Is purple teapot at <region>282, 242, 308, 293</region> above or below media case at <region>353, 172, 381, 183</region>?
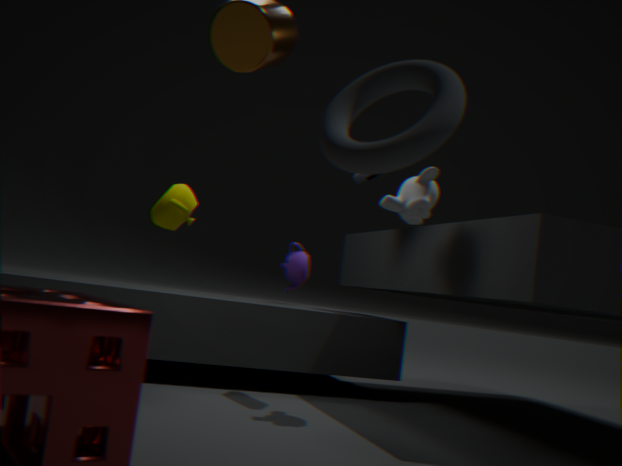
below
